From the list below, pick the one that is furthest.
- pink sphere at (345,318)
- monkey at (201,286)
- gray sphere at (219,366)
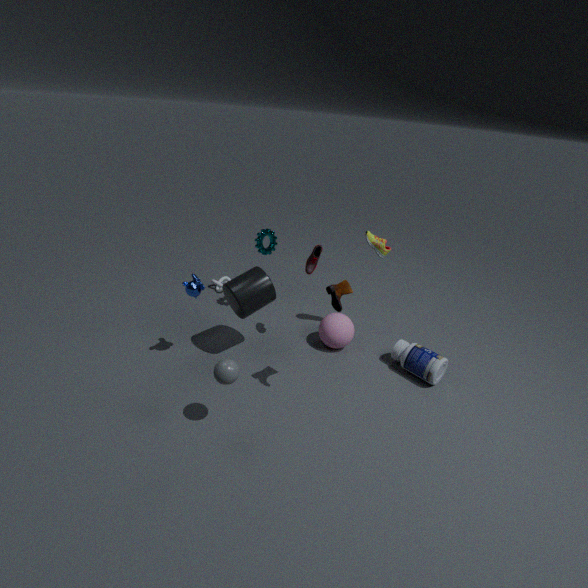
pink sphere at (345,318)
